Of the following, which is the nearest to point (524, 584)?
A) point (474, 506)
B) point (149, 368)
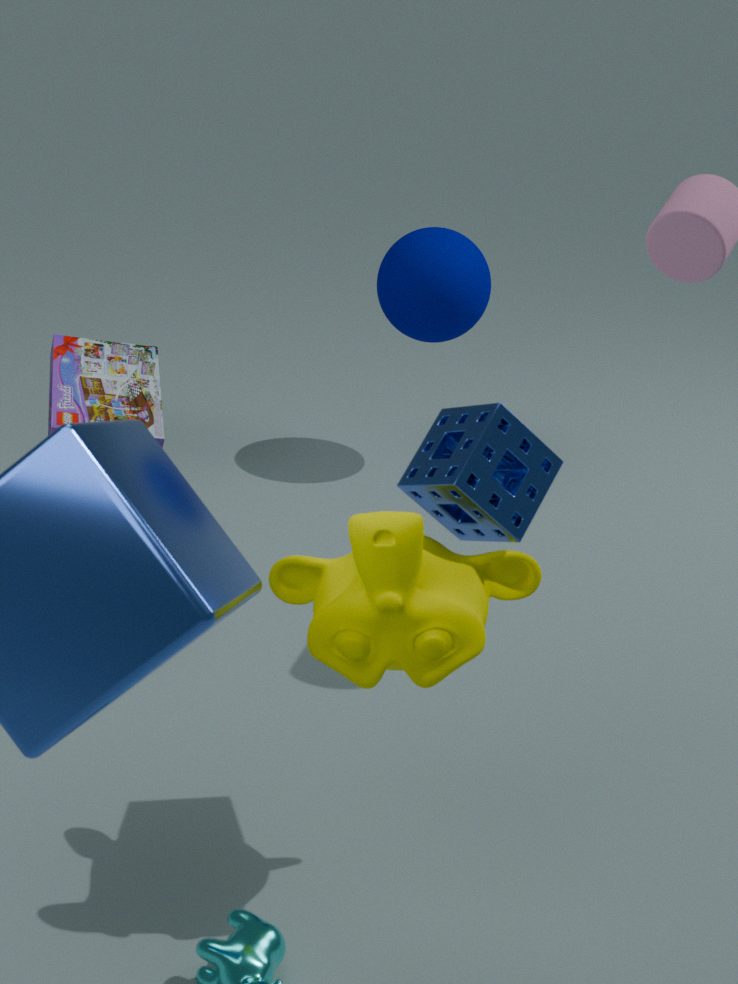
point (474, 506)
